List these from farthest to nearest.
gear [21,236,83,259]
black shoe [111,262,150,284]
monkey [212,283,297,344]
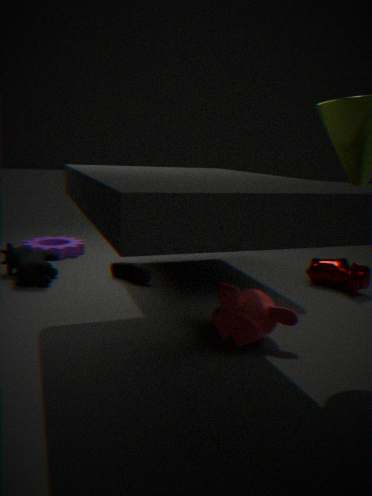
gear [21,236,83,259] → black shoe [111,262,150,284] → monkey [212,283,297,344]
